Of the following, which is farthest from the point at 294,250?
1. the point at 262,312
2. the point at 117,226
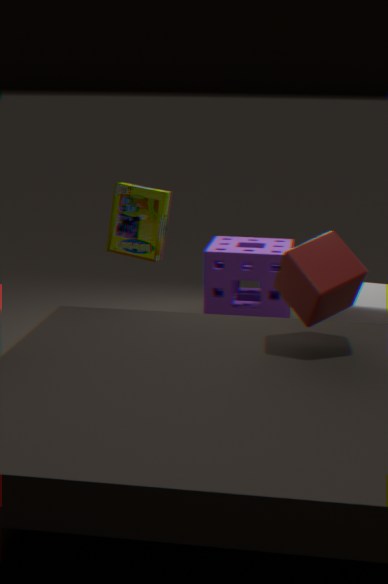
the point at 262,312
